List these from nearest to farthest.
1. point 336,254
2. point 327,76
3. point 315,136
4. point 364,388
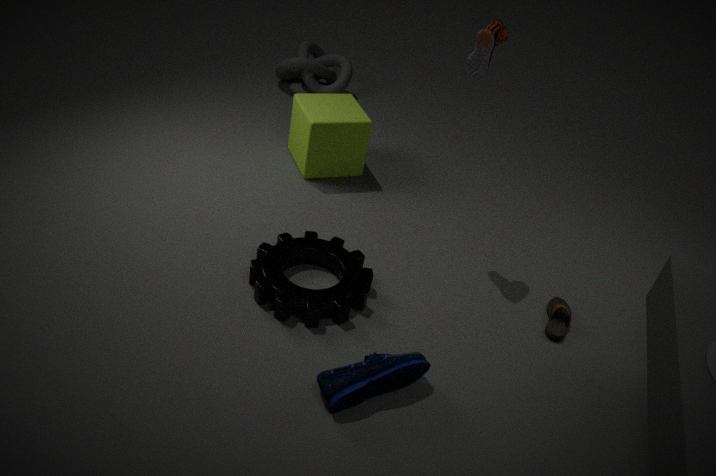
point 364,388, point 336,254, point 315,136, point 327,76
